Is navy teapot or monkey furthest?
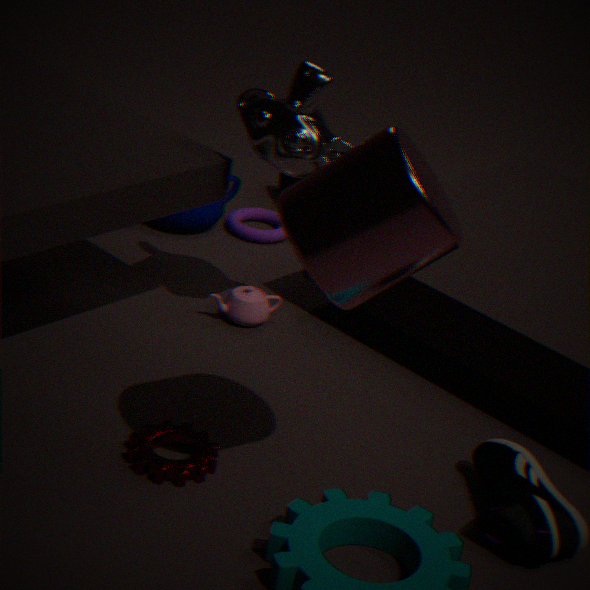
navy teapot
